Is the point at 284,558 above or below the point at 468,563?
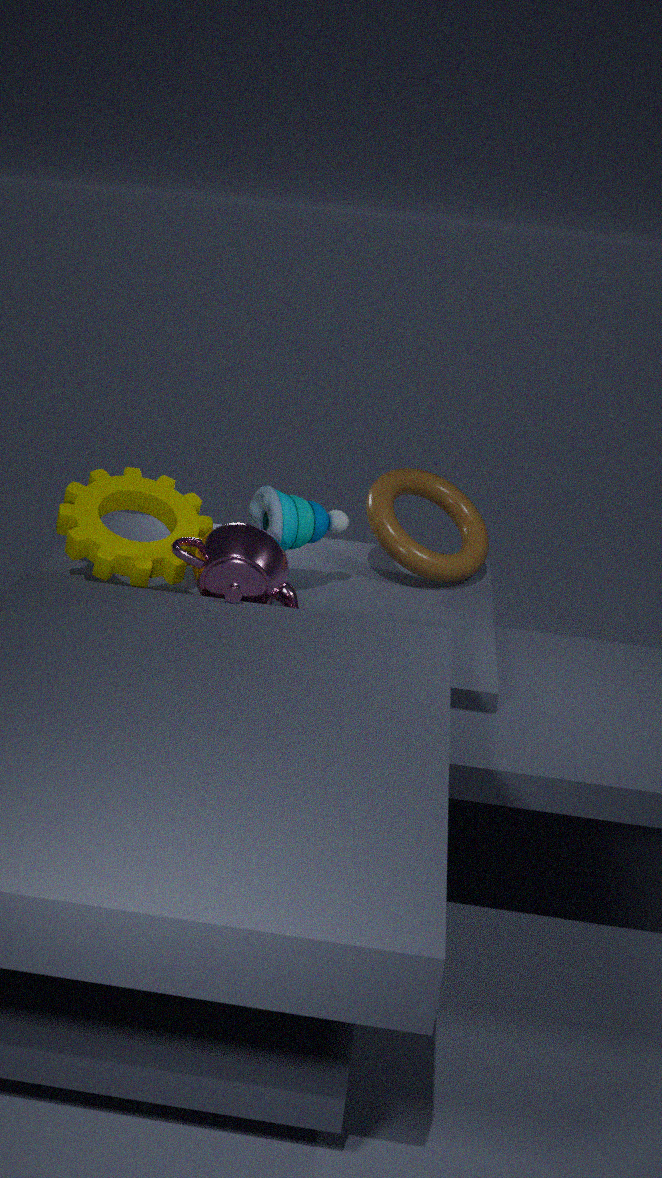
below
